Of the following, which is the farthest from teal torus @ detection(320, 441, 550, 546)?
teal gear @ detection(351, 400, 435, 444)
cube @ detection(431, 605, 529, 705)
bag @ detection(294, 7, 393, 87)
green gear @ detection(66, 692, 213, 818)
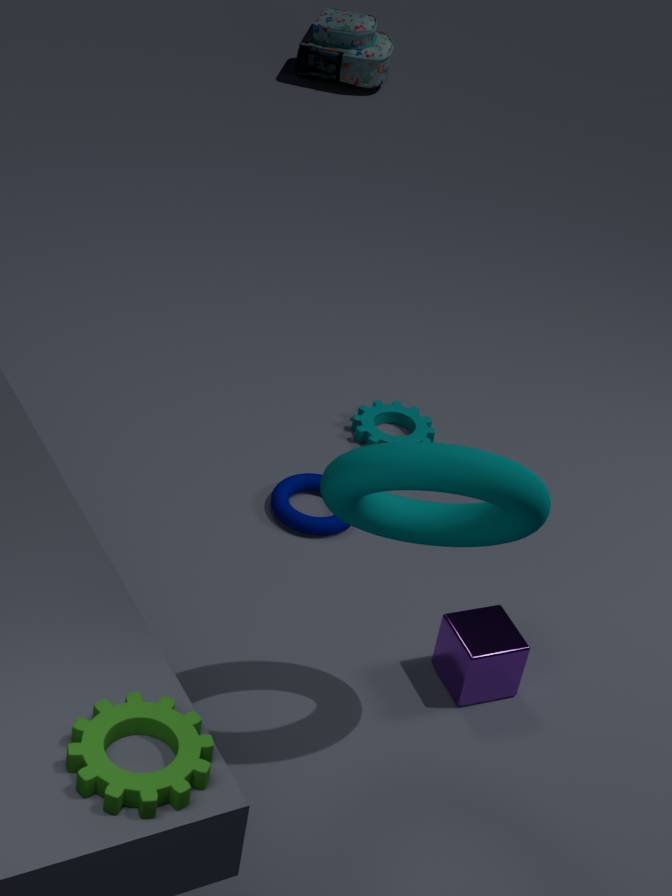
bag @ detection(294, 7, 393, 87)
